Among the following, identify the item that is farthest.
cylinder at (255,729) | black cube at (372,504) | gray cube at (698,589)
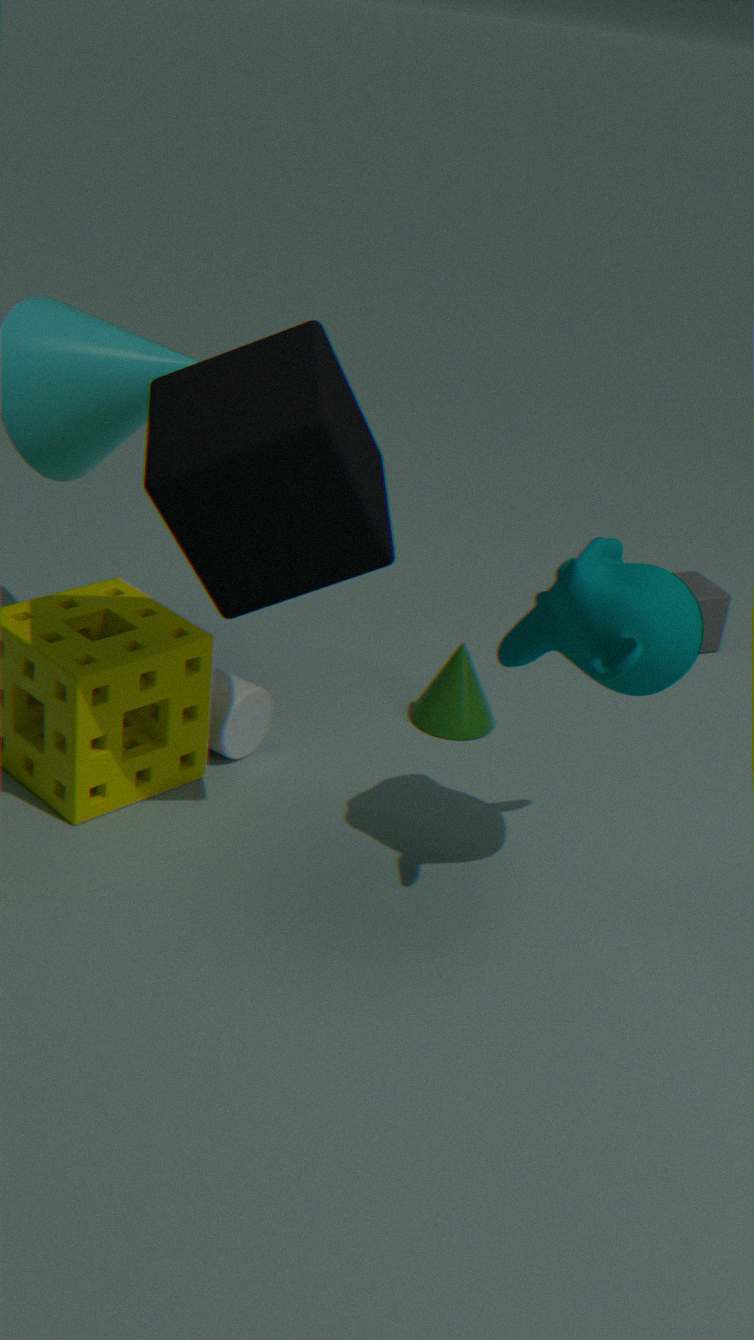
gray cube at (698,589)
